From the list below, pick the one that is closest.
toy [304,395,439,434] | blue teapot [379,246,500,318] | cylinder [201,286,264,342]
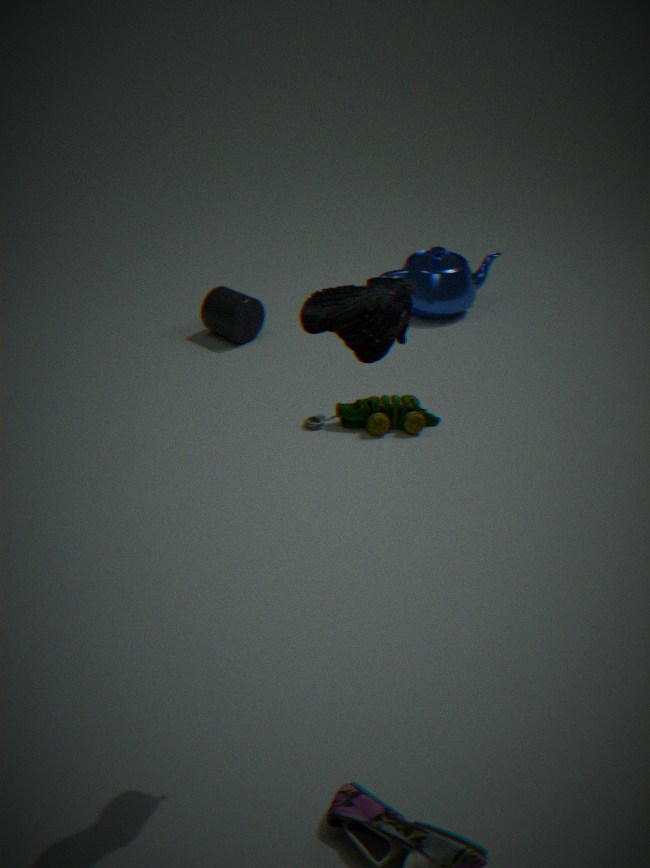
toy [304,395,439,434]
